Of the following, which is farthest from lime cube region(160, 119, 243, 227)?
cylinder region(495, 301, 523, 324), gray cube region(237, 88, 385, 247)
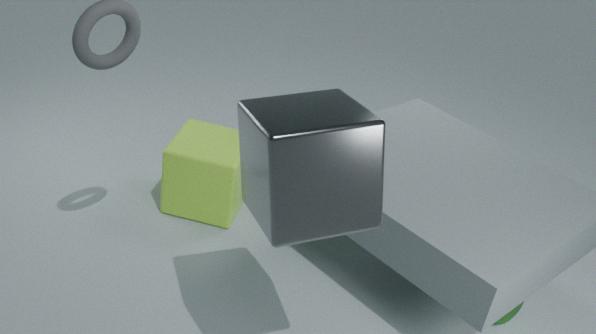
cylinder region(495, 301, 523, 324)
